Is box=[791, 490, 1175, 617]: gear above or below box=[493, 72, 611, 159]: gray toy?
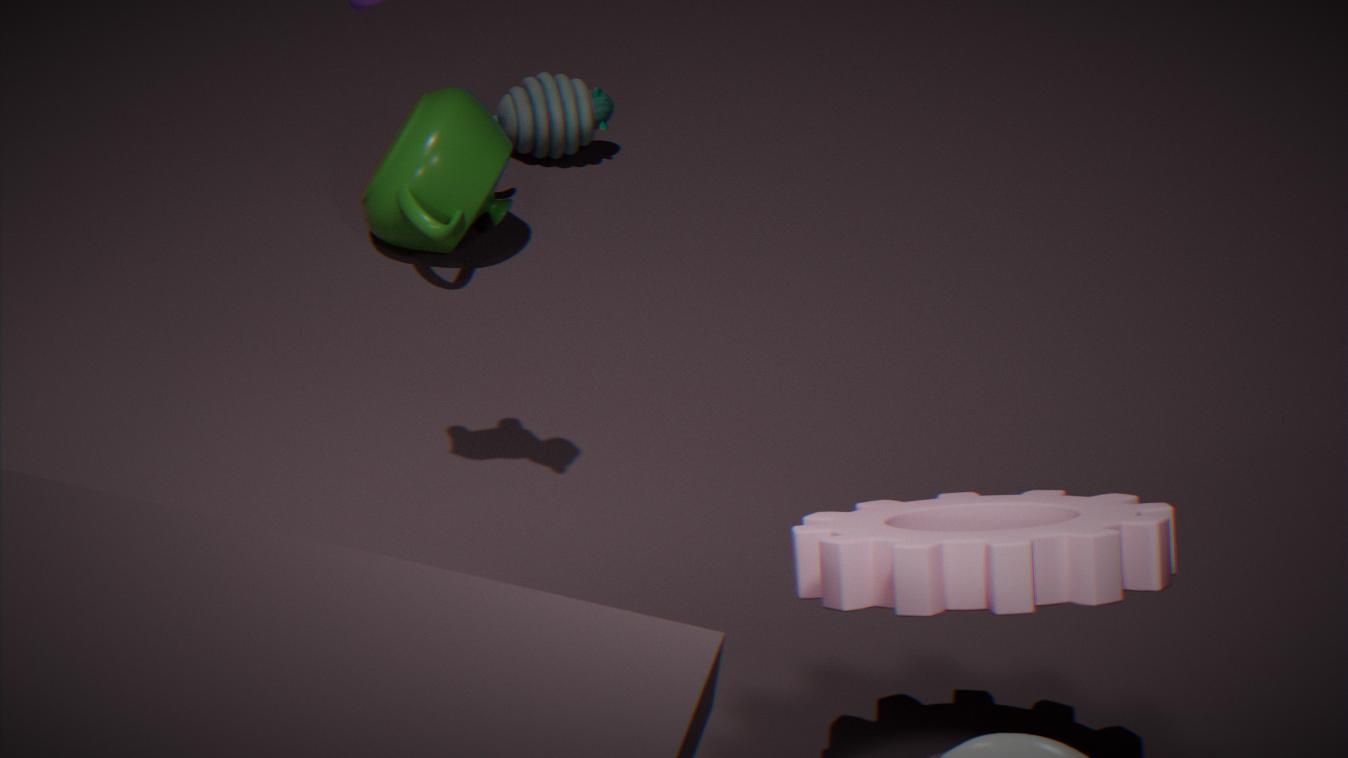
above
